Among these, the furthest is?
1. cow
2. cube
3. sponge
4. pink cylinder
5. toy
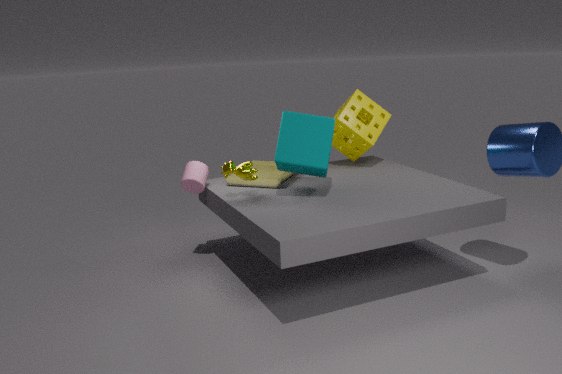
sponge
